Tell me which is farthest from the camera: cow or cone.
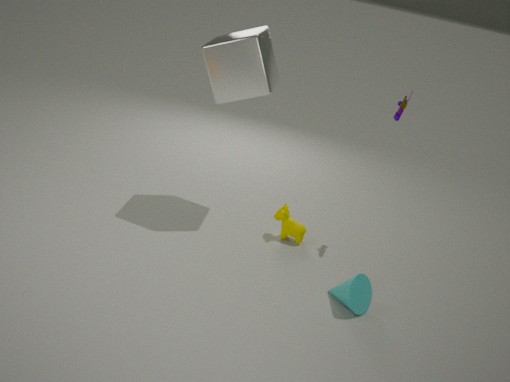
cow
